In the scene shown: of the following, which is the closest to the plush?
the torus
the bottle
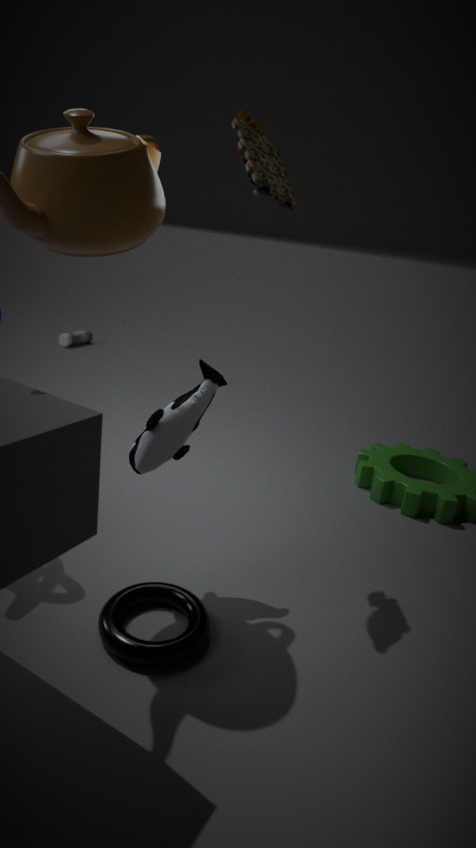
the torus
